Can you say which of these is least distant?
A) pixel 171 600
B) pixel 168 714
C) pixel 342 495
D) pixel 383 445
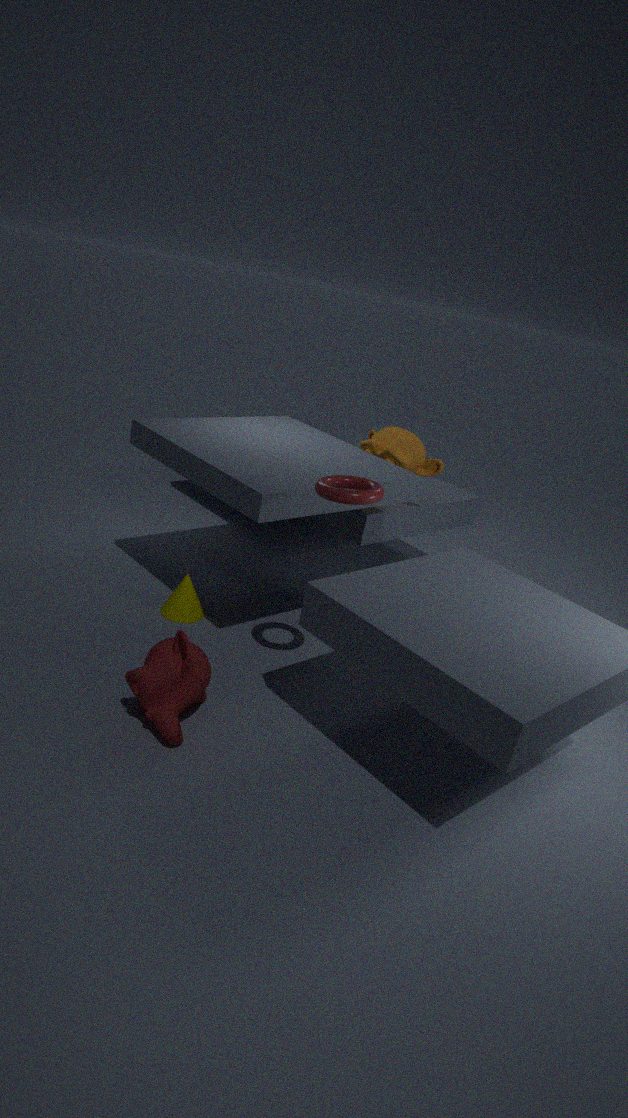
pixel 168 714
